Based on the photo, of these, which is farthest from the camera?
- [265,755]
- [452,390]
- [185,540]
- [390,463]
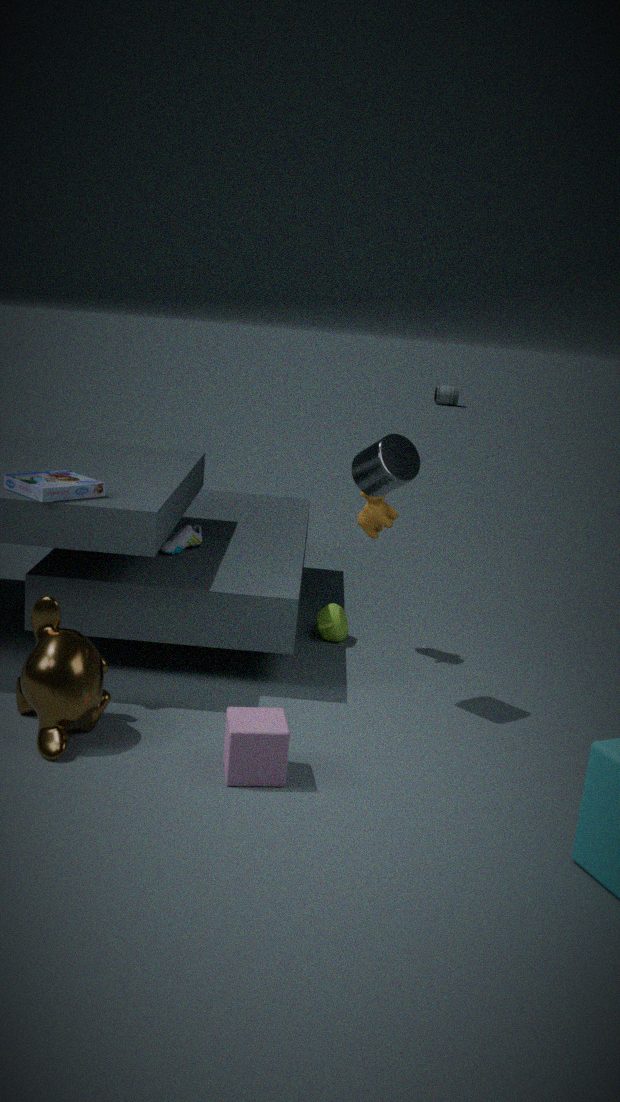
[452,390]
